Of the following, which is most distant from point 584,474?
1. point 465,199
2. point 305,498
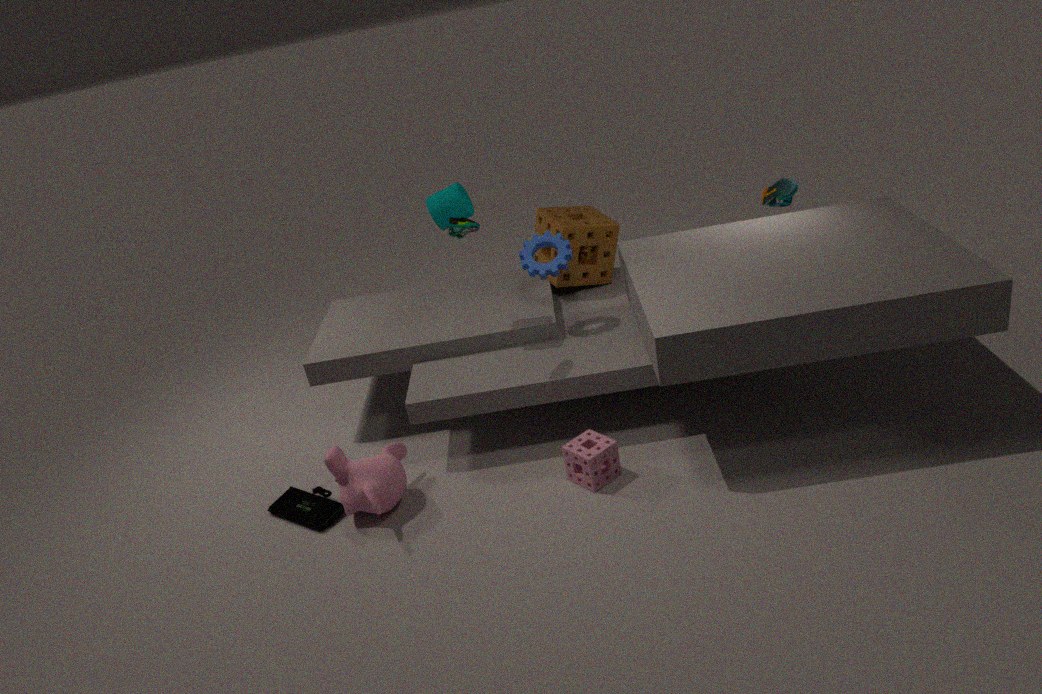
point 465,199
